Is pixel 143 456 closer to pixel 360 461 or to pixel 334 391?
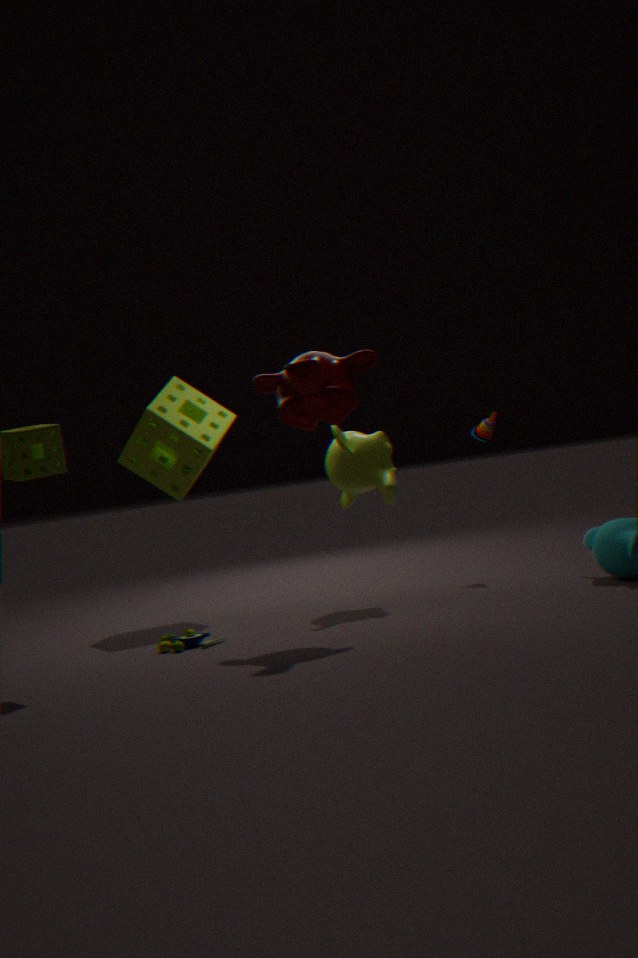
pixel 360 461
